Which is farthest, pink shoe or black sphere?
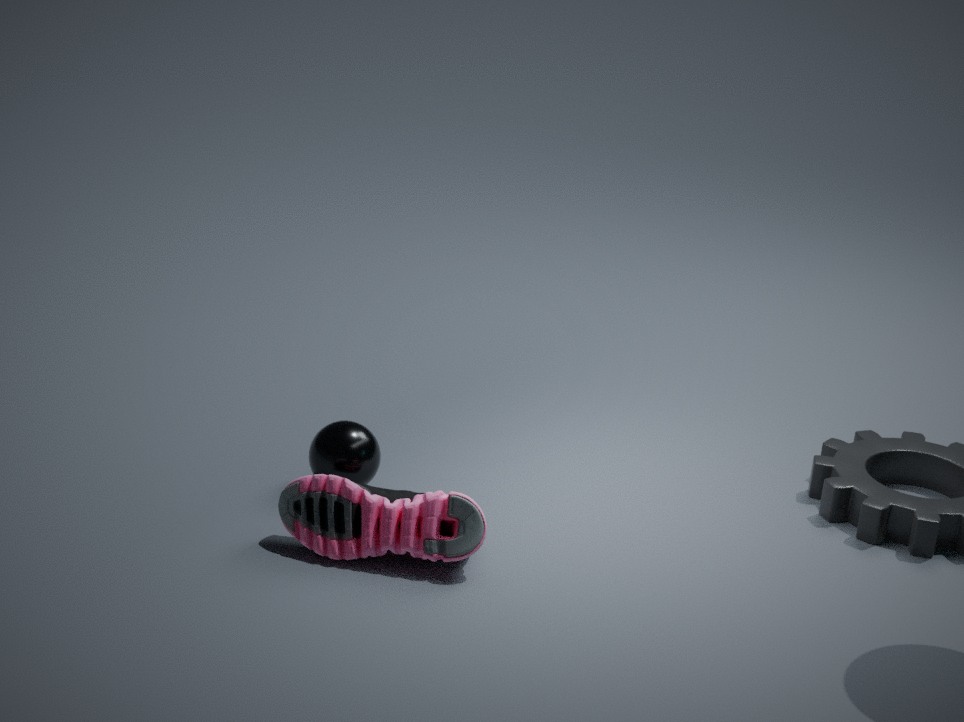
black sphere
